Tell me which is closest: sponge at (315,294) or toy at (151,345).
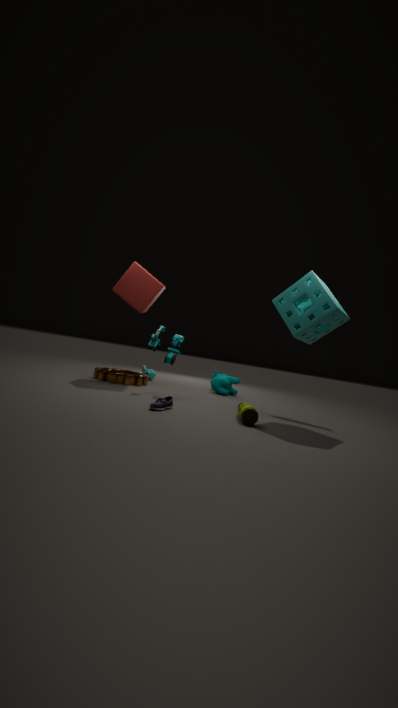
sponge at (315,294)
